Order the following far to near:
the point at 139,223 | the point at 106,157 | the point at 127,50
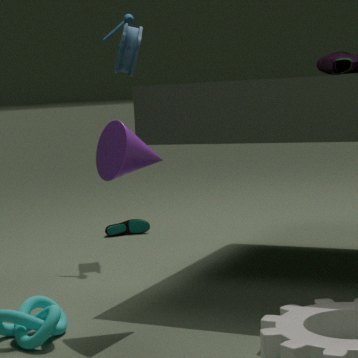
1. the point at 139,223
2. the point at 127,50
3. the point at 106,157
